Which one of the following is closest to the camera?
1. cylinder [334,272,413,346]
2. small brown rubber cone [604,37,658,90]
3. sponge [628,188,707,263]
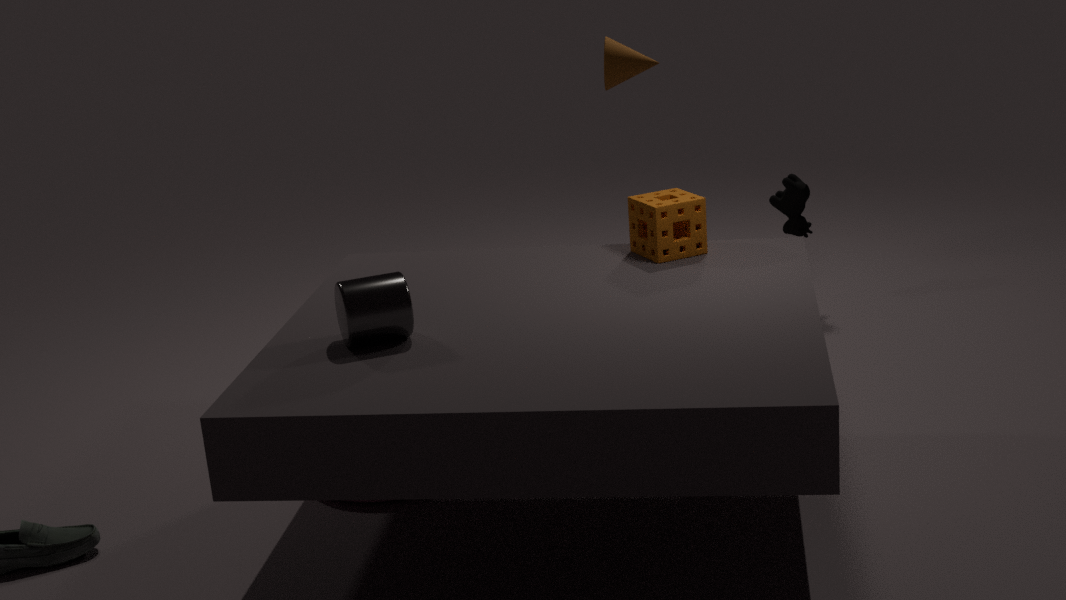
cylinder [334,272,413,346]
